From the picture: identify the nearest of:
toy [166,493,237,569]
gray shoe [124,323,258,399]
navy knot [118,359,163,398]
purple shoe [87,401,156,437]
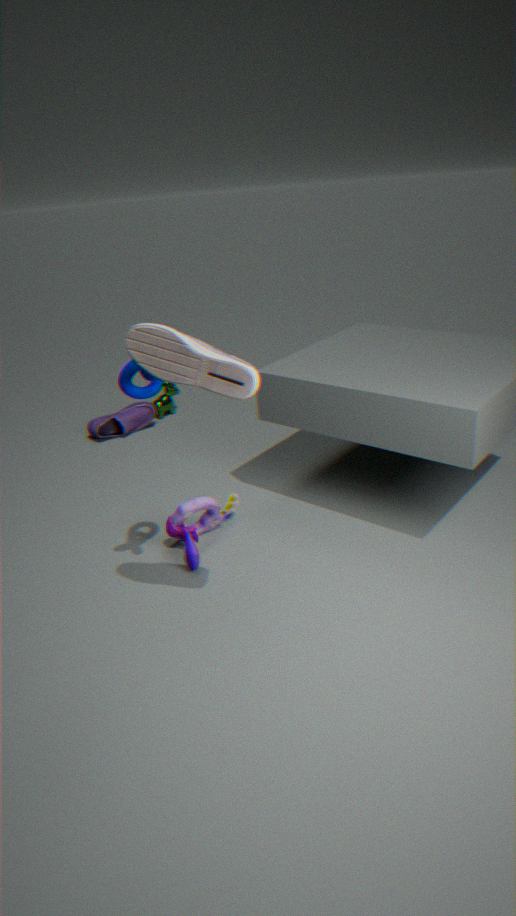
gray shoe [124,323,258,399]
